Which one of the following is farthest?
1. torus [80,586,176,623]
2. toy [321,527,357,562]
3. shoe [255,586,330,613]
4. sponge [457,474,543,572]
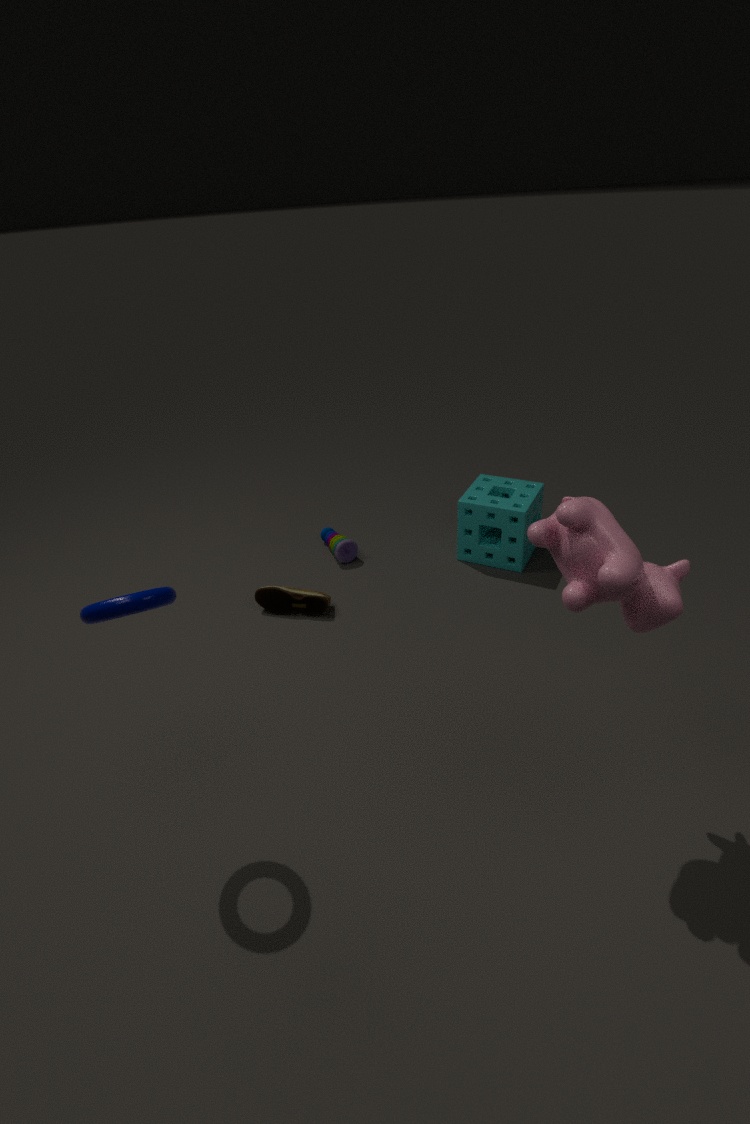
toy [321,527,357,562]
